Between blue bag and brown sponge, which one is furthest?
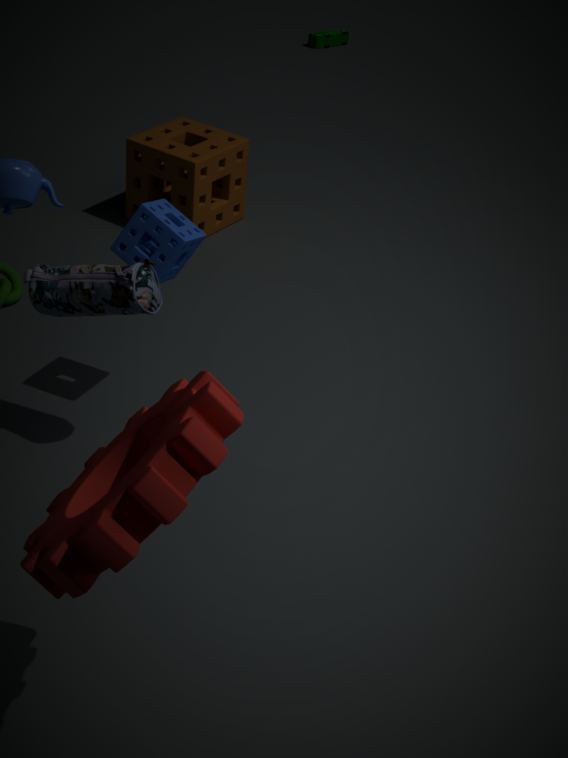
brown sponge
